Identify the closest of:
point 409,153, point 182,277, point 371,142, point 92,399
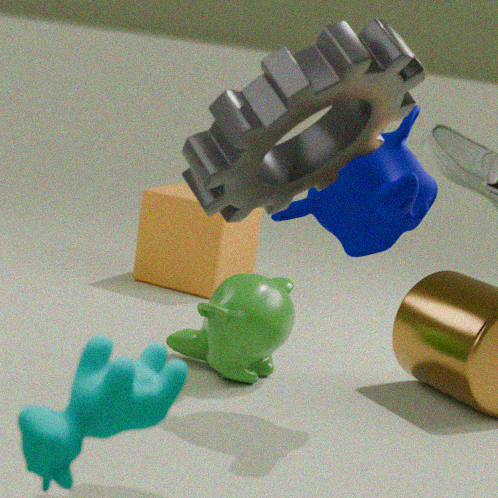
point 92,399
